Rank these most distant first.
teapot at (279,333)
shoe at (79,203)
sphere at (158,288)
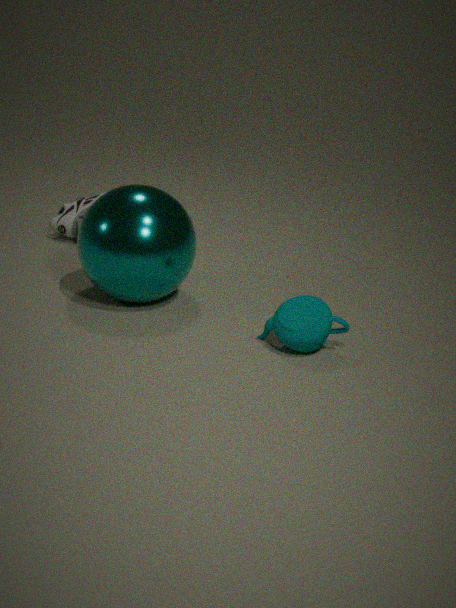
shoe at (79,203) → sphere at (158,288) → teapot at (279,333)
